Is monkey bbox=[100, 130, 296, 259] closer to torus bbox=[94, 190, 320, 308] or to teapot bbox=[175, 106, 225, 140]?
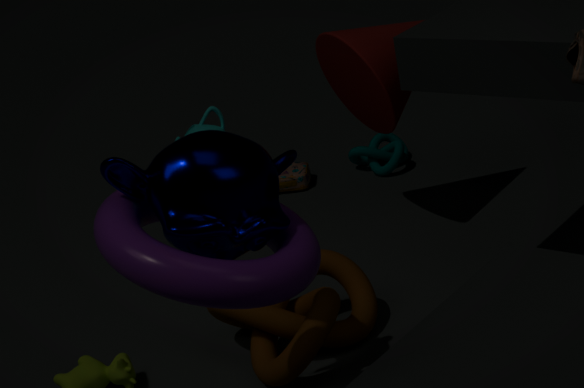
torus bbox=[94, 190, 320, 308]
